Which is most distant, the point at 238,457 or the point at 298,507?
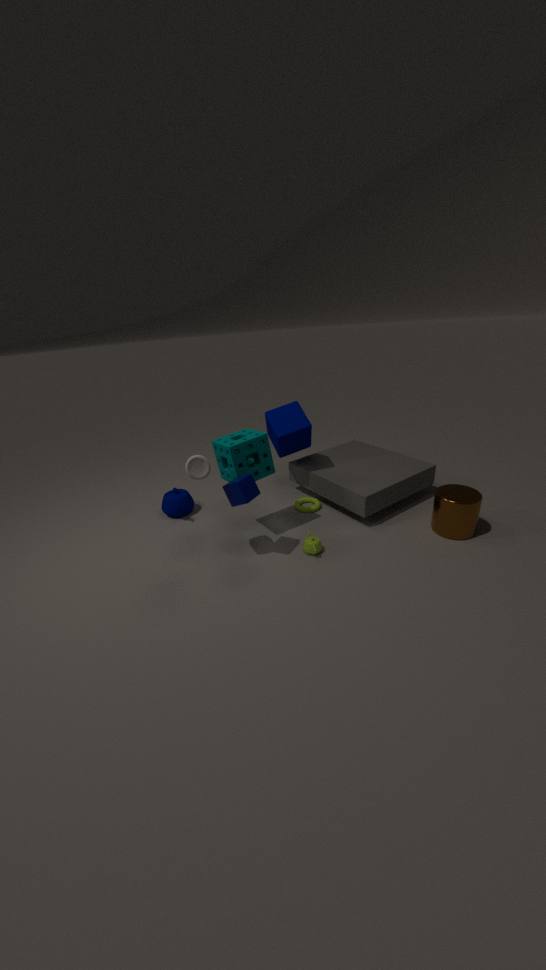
the point at 298,507
